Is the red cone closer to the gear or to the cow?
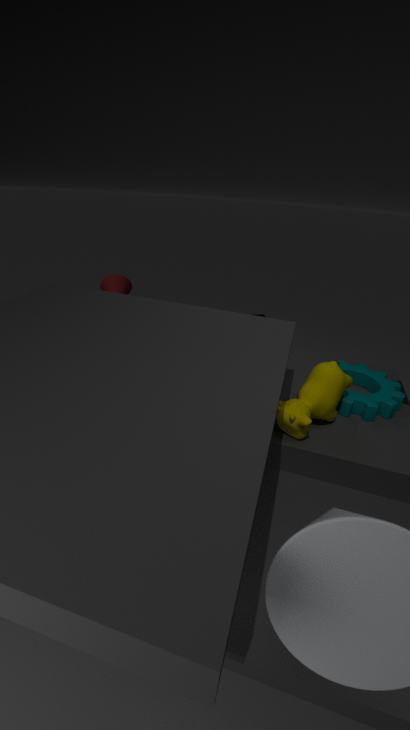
the gear
